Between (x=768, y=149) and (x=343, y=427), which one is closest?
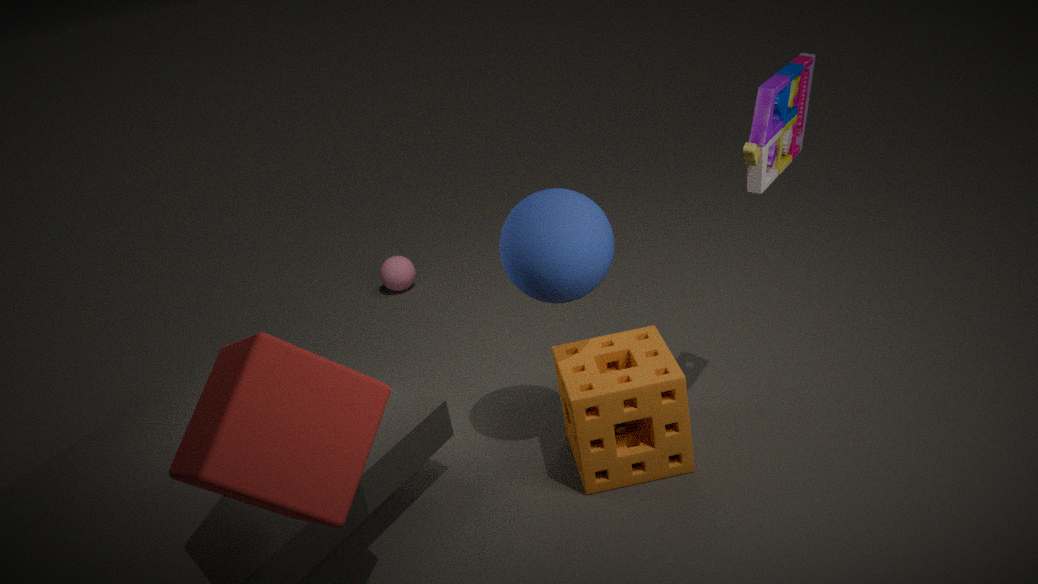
(x=343, y=427)
